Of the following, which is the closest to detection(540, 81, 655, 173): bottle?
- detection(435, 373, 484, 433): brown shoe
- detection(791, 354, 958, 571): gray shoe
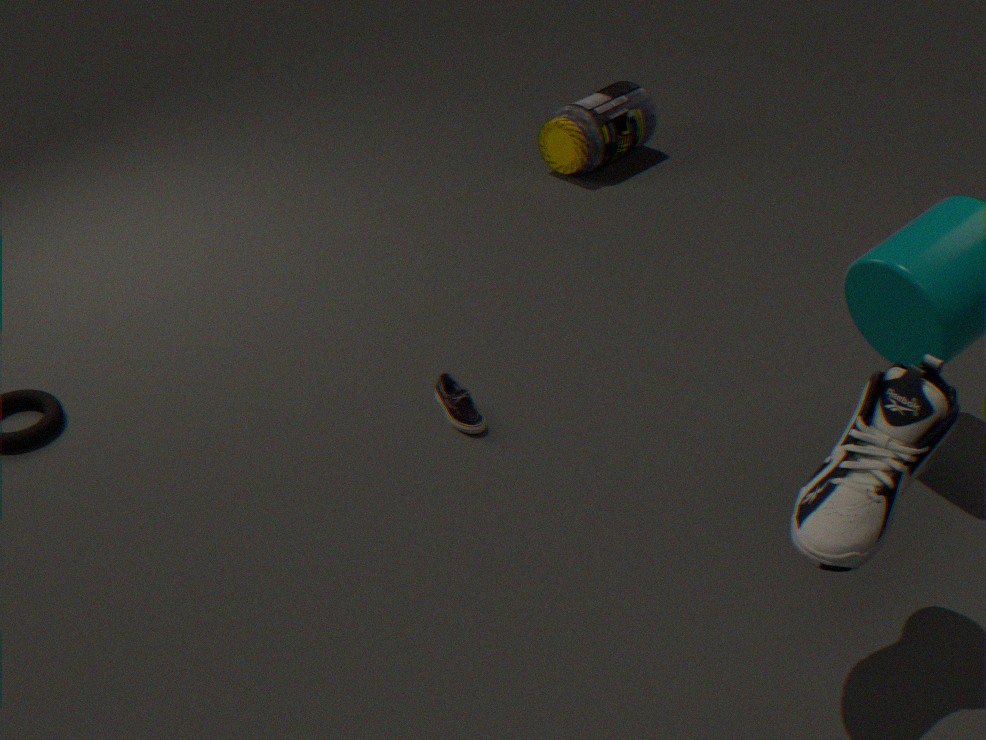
detection(435, 373, 484, 433): brown shoe
